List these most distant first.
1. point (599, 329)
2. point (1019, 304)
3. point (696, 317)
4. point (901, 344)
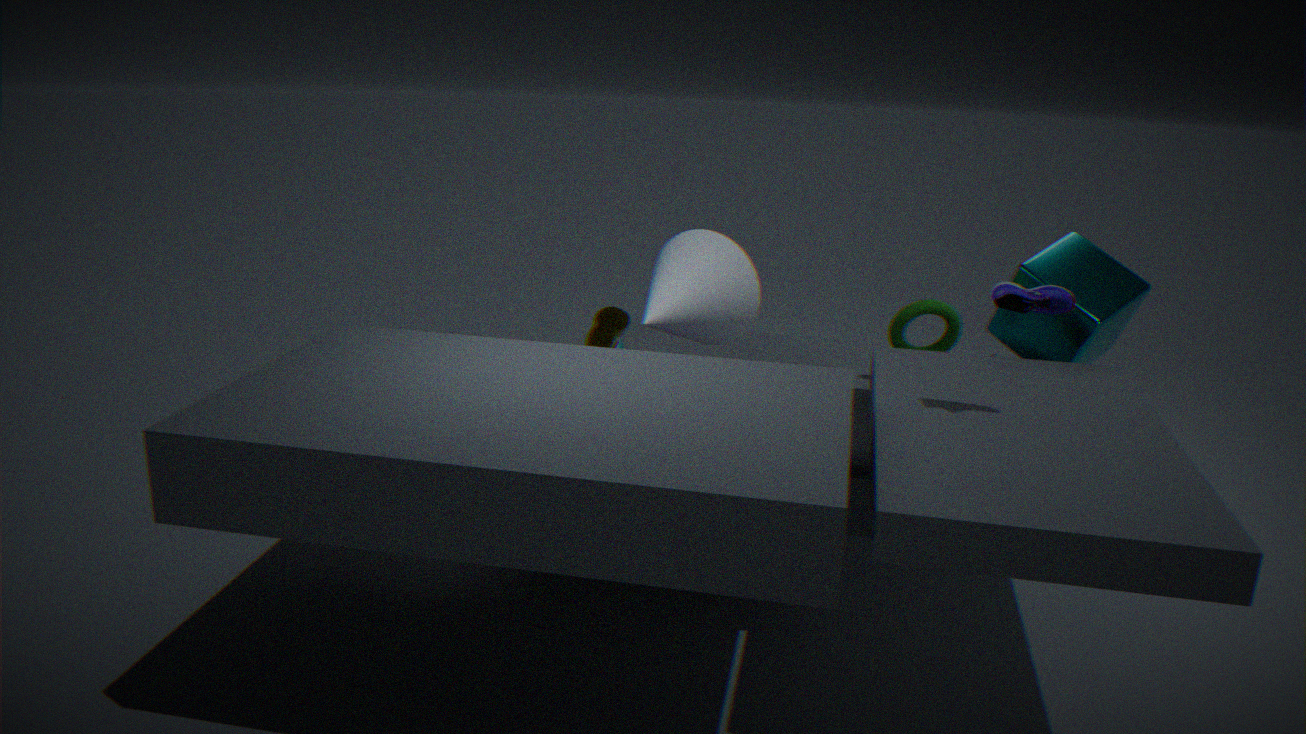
point (901, 344)
point (696, 317)
point (599, 329)
point (1019, 304)
